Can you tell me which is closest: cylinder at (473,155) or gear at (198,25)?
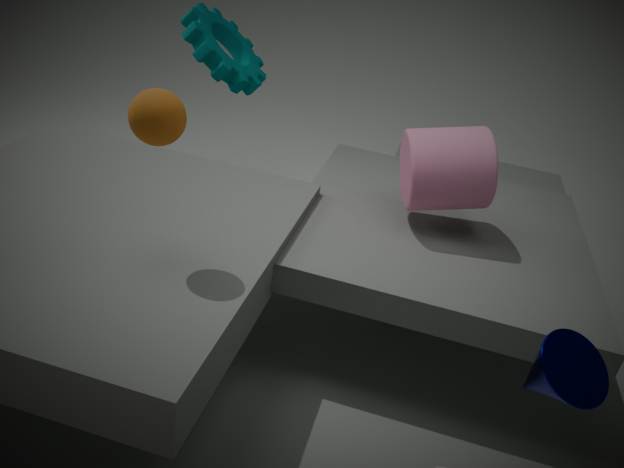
cylinder at (473,155)
